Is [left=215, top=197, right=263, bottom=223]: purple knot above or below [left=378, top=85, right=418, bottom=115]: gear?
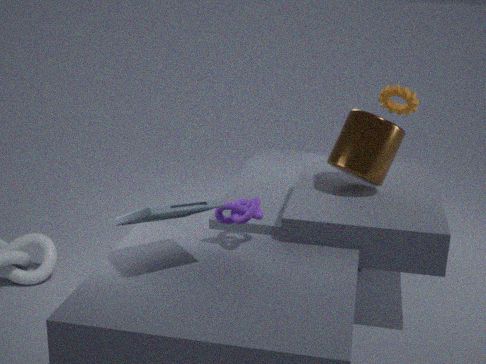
below
